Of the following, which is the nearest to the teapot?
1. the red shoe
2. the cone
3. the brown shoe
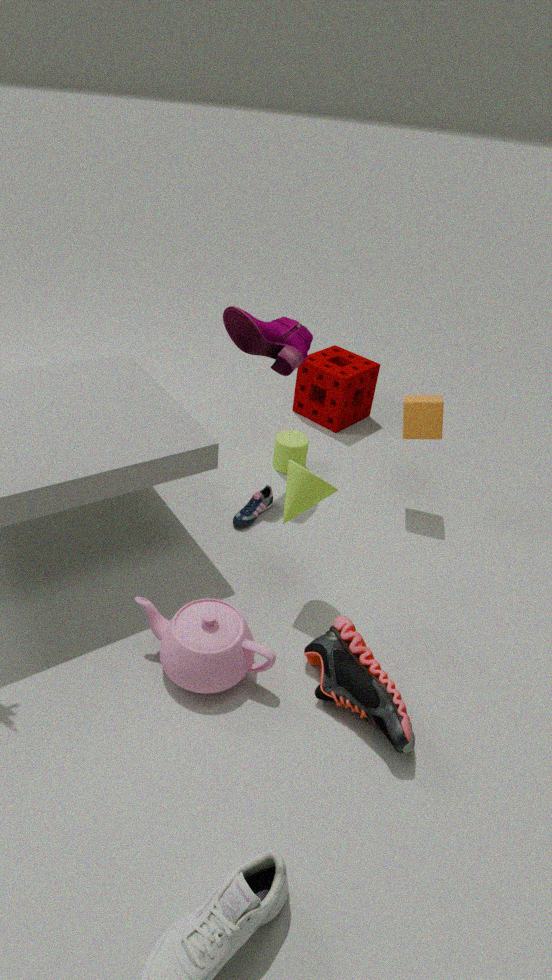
the brown shoe
